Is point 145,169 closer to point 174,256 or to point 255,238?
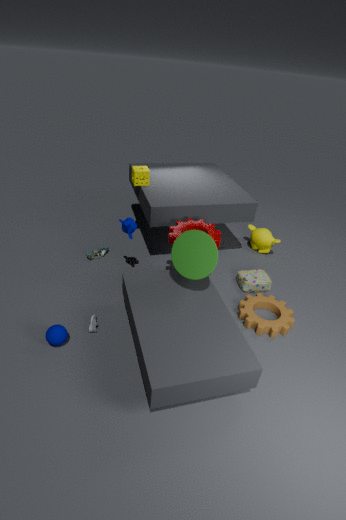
point 174,256
